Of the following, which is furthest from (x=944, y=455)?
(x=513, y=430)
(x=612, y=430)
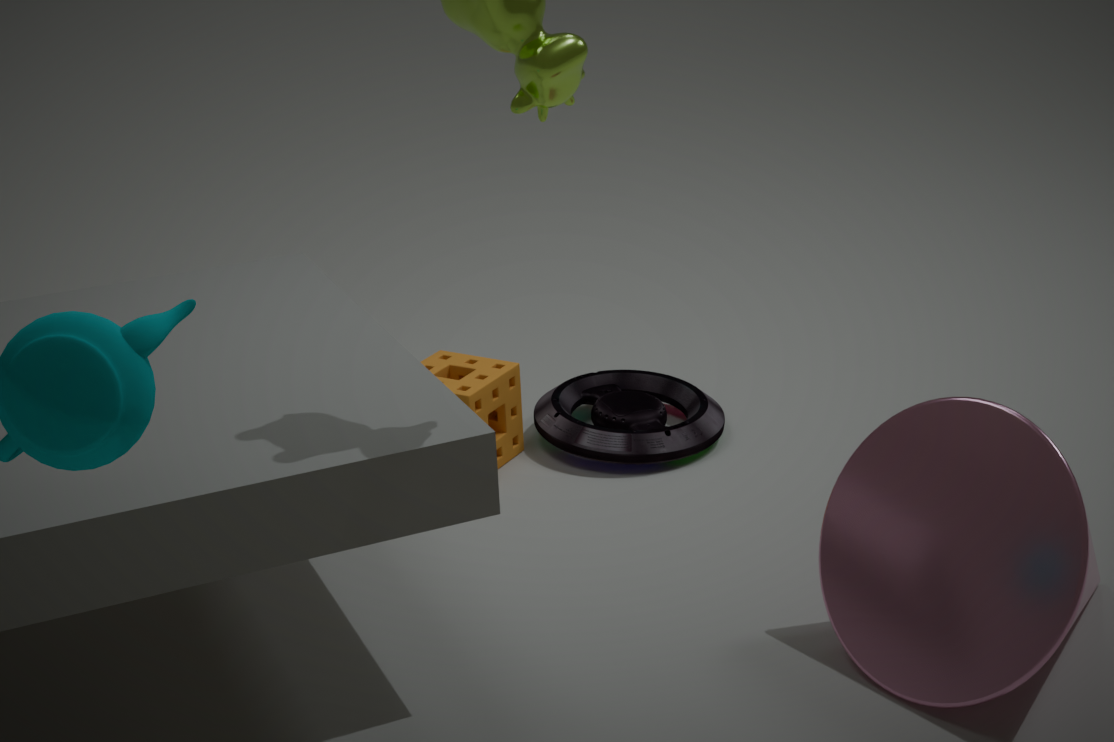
(x=513, y=430)
